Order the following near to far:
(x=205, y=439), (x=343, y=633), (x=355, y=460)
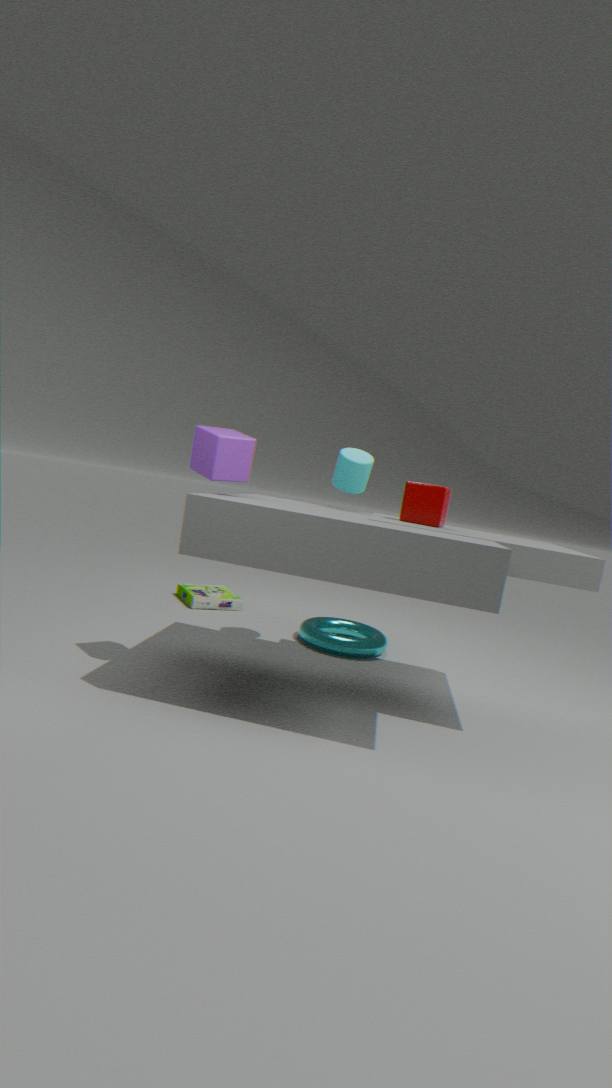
(x=205, y=439) → (x=355, y=460) → (x=343, y=633)
